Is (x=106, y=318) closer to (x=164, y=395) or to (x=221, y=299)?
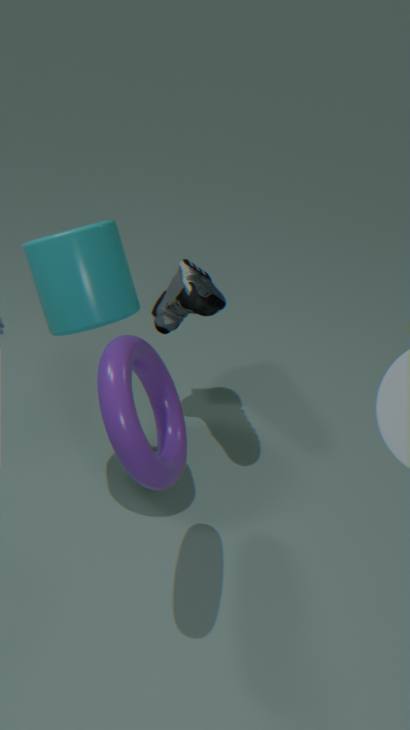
(x=164, y=395)
